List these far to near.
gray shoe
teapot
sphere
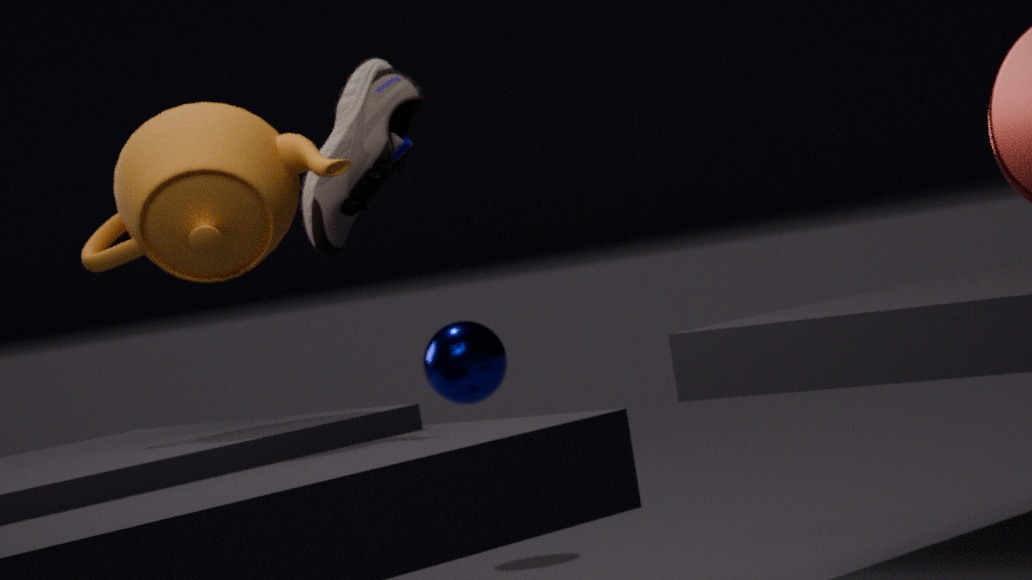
1. sphere
2. gray shoe
3. teapot
